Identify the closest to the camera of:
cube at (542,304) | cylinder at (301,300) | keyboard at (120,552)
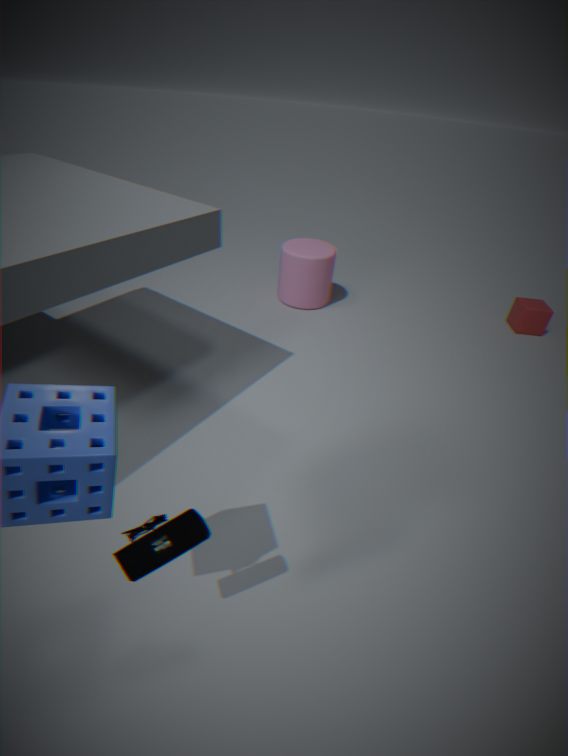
keyboard at (120,552)
